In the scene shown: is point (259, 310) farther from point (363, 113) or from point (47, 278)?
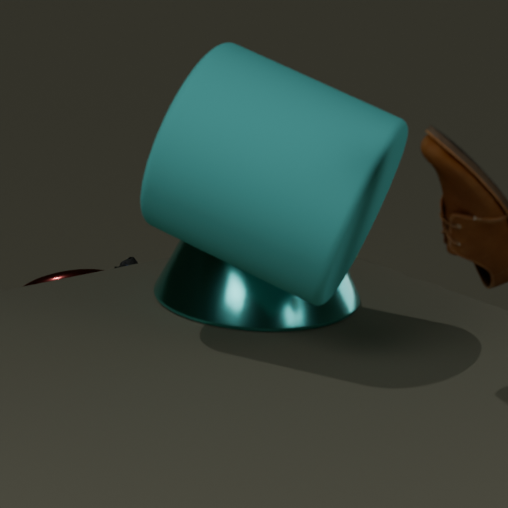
point (47, 278)
